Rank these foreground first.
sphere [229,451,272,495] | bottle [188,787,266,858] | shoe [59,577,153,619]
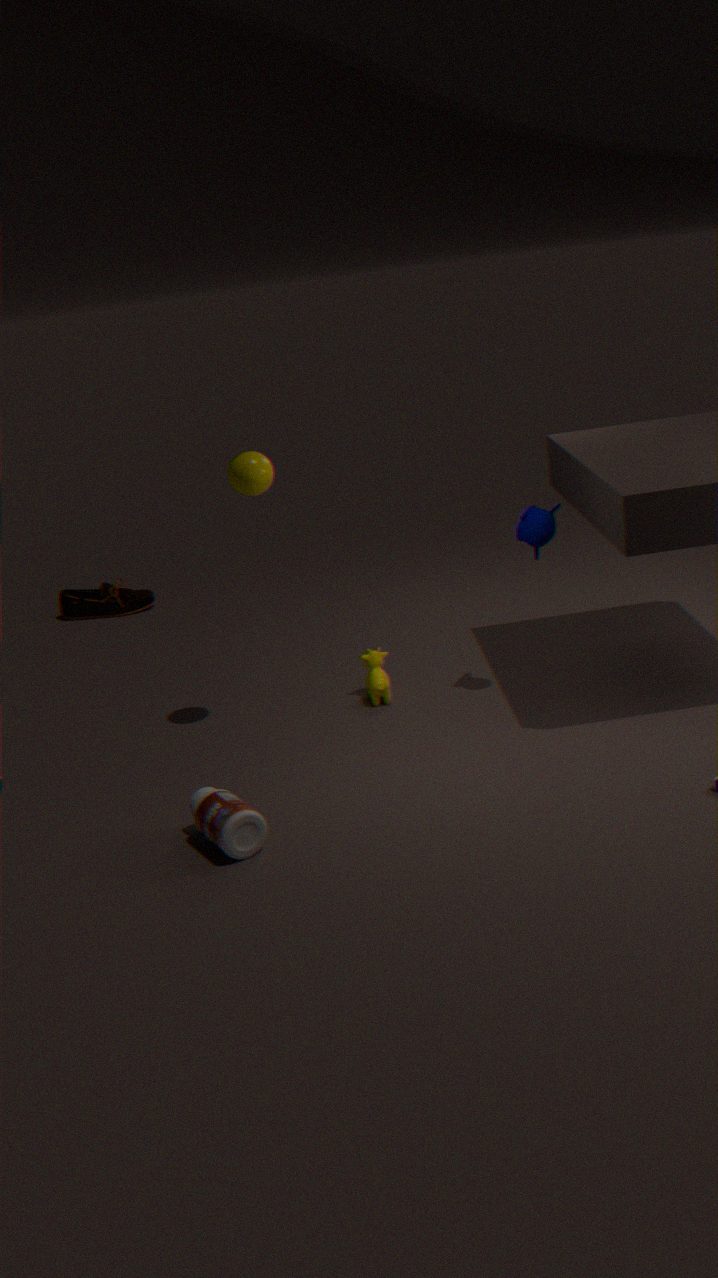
1. bottle [188,787,266,858]
2. sphere [229,451,272,495]
3. shoe [59,577,153,619]
